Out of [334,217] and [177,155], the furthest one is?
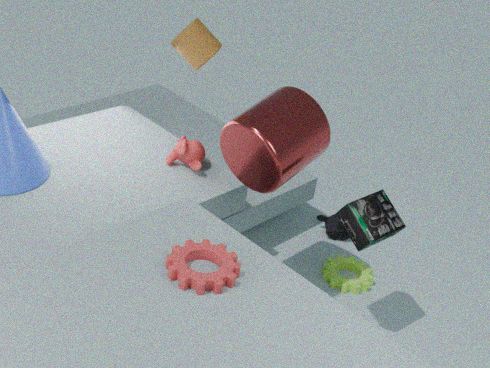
[334,217]
